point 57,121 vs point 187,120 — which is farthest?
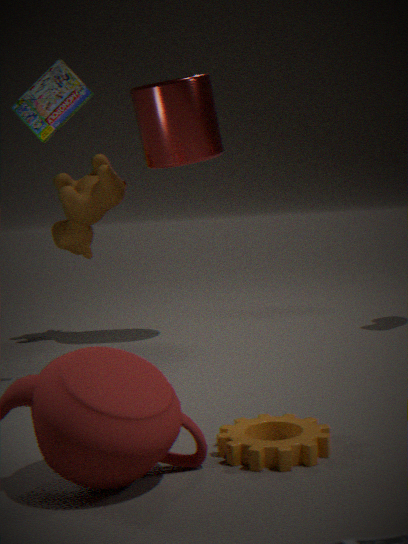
point 187,120
